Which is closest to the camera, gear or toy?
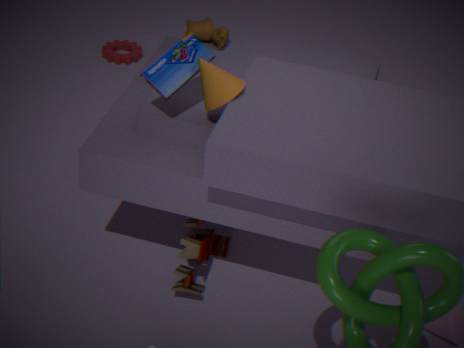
toy
